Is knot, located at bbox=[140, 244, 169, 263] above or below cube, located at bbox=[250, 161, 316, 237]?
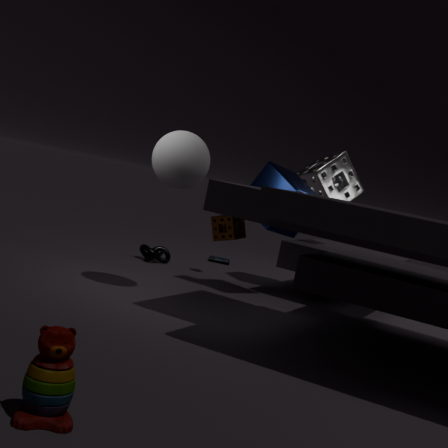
below
